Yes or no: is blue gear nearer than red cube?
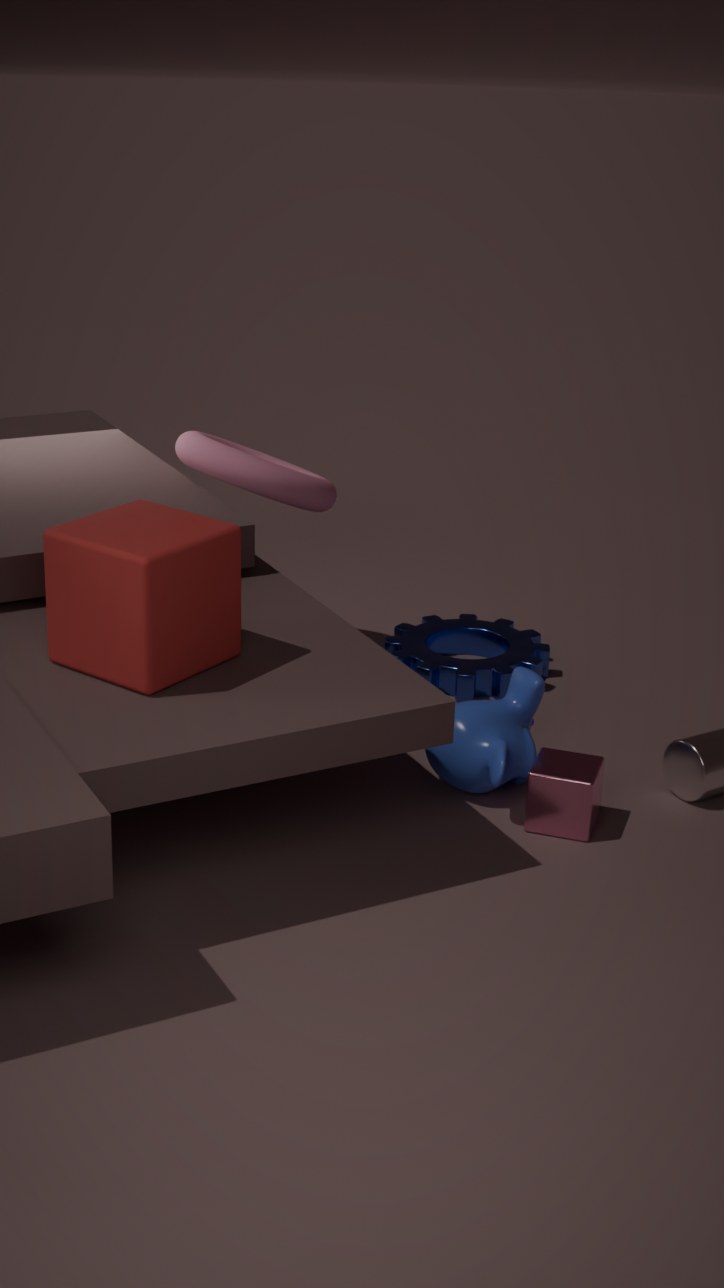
No
